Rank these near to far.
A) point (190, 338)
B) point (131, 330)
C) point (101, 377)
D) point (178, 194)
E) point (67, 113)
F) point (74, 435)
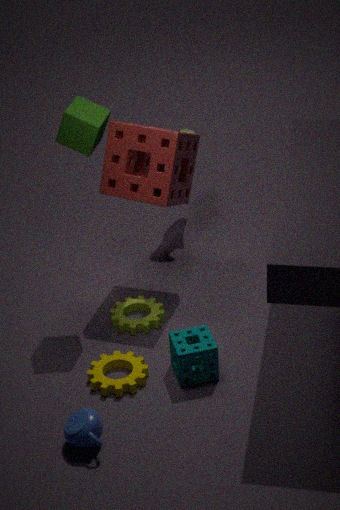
A: point (74, 435)
point (101, 377)
point (190, 338)
point (67, 113)
point (131, 330)
point (178, 194)
